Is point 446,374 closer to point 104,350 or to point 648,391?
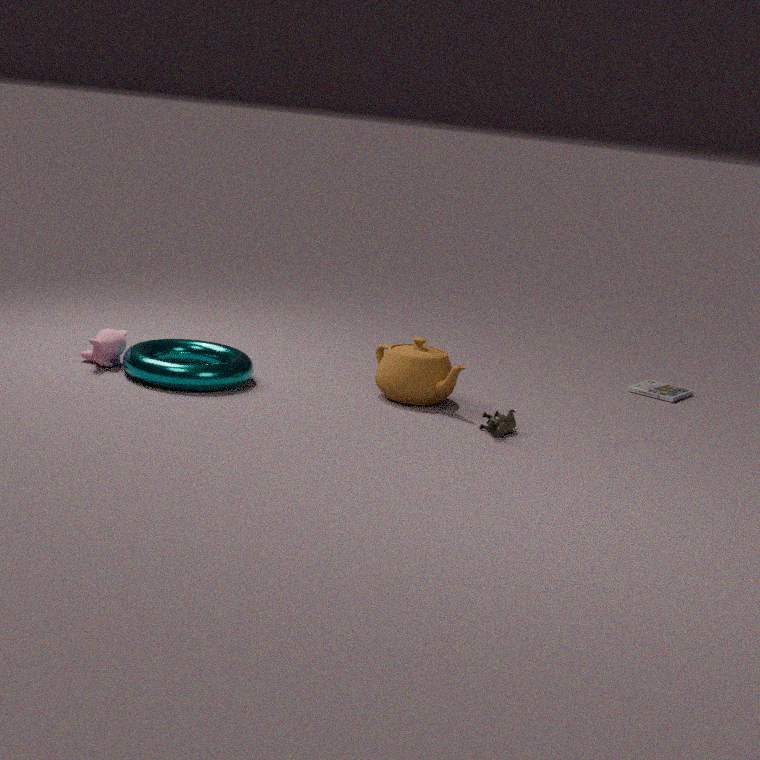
point 104,350
